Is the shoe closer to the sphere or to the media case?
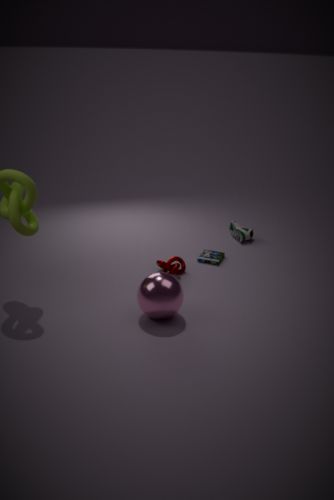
the media case
